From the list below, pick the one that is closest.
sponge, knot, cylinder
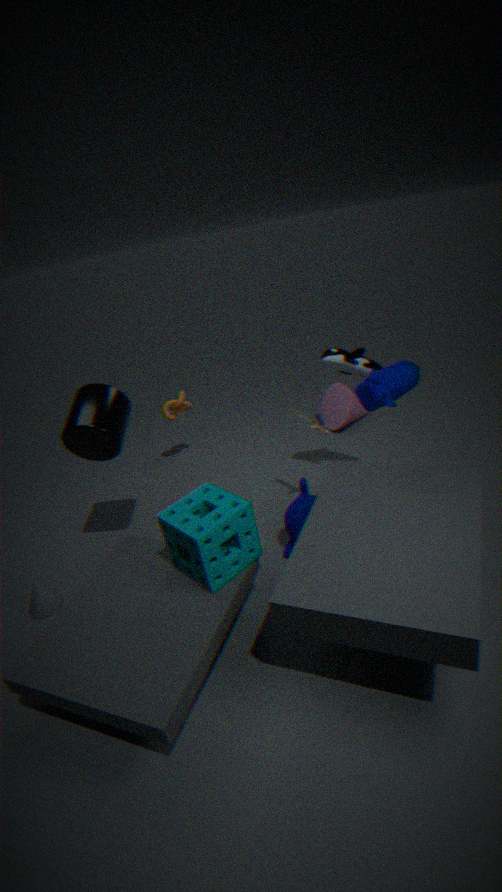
sponge
